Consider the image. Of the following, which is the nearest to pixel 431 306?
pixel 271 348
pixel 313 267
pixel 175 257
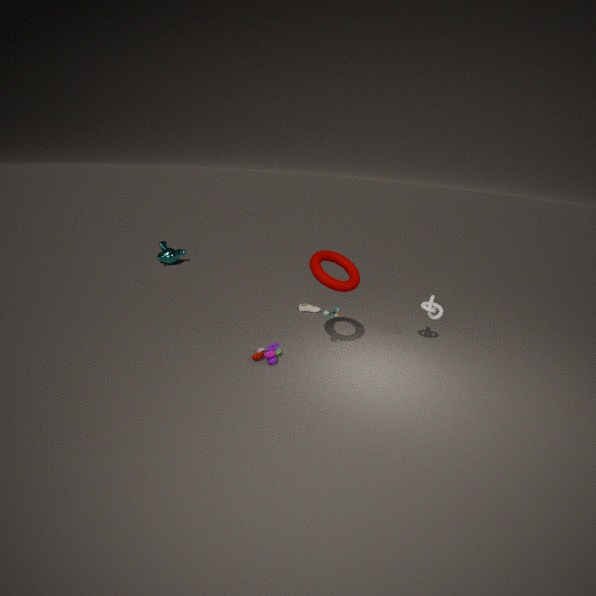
pixel 313 267
